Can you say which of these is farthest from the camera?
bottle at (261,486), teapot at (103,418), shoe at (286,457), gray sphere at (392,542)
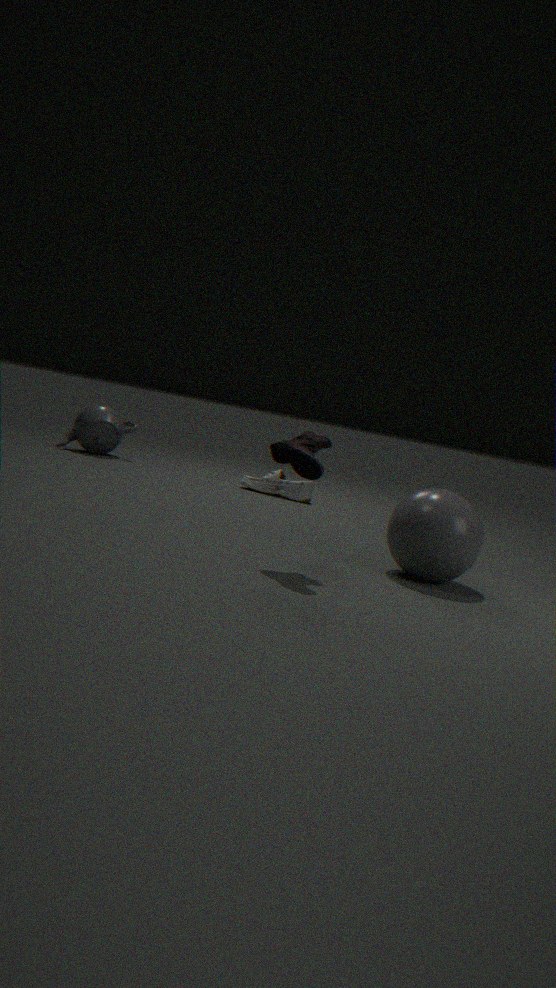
teapot at (103,418)
